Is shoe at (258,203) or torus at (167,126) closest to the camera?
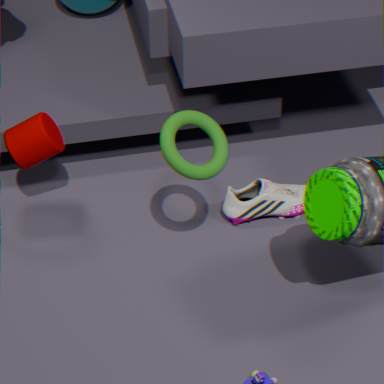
torus at (167,126)
